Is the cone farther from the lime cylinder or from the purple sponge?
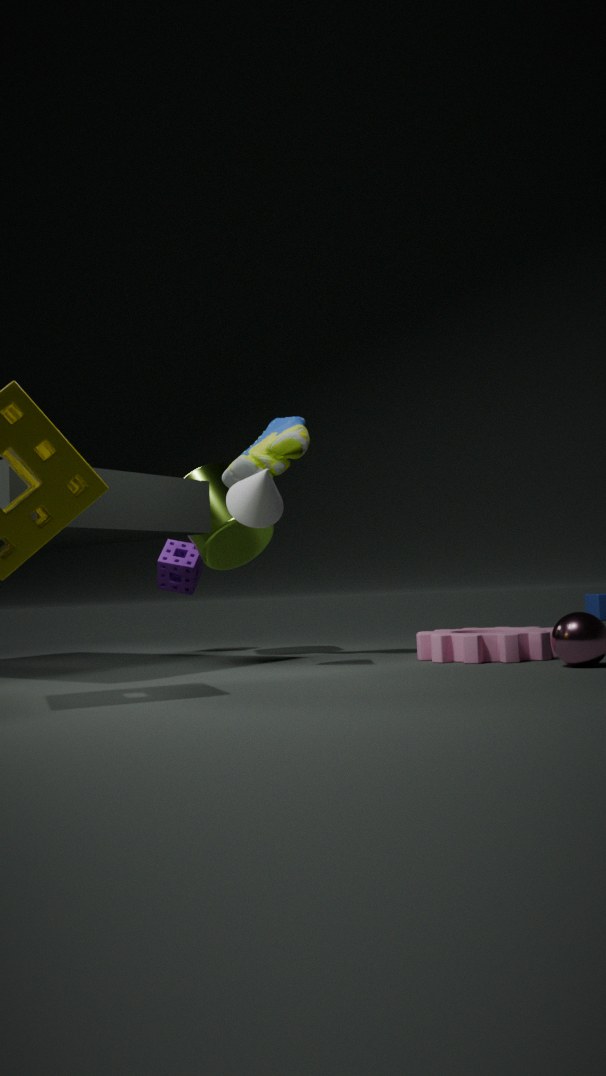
the purple sponge
